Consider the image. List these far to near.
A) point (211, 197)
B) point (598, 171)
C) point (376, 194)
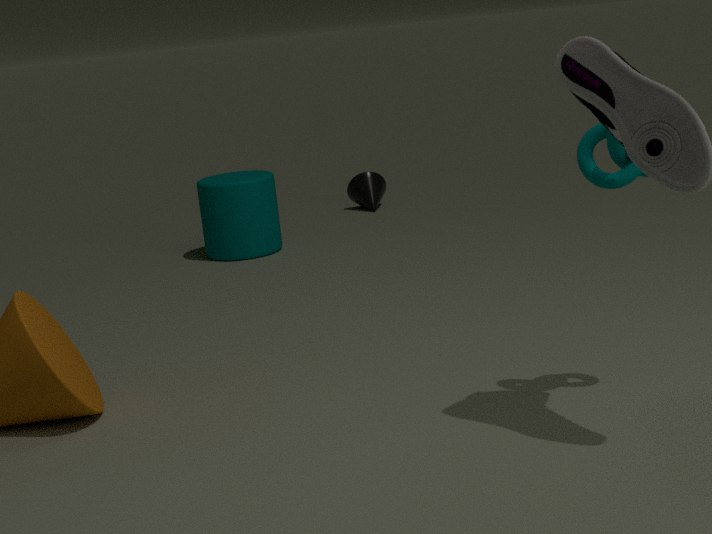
point (376, 194)
point (211, 197)
point (598, 171)
